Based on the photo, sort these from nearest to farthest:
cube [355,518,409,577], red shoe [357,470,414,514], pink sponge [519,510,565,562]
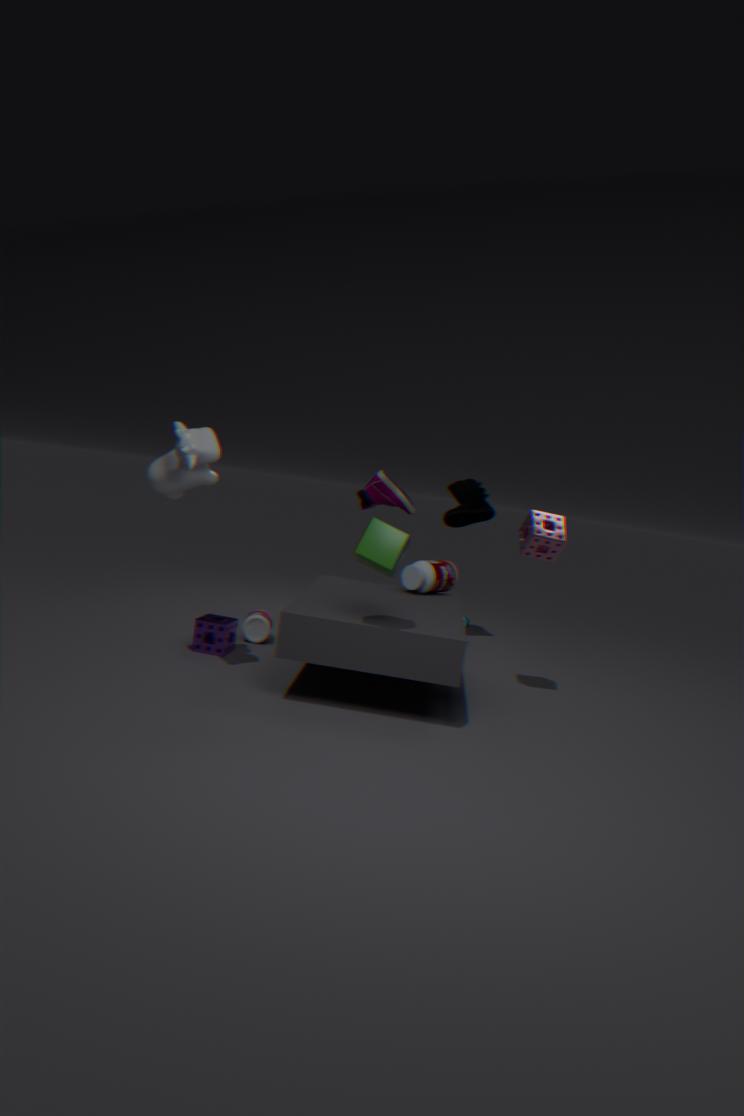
cube [355,518,409,577] < pink sponge [519,510,565,562] < red shoe [357,470,414,514]
